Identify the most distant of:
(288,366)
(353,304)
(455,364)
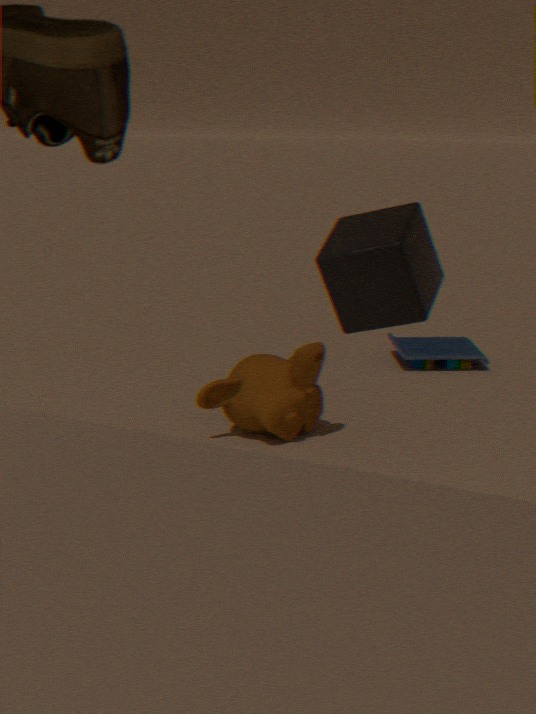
(455,364)
